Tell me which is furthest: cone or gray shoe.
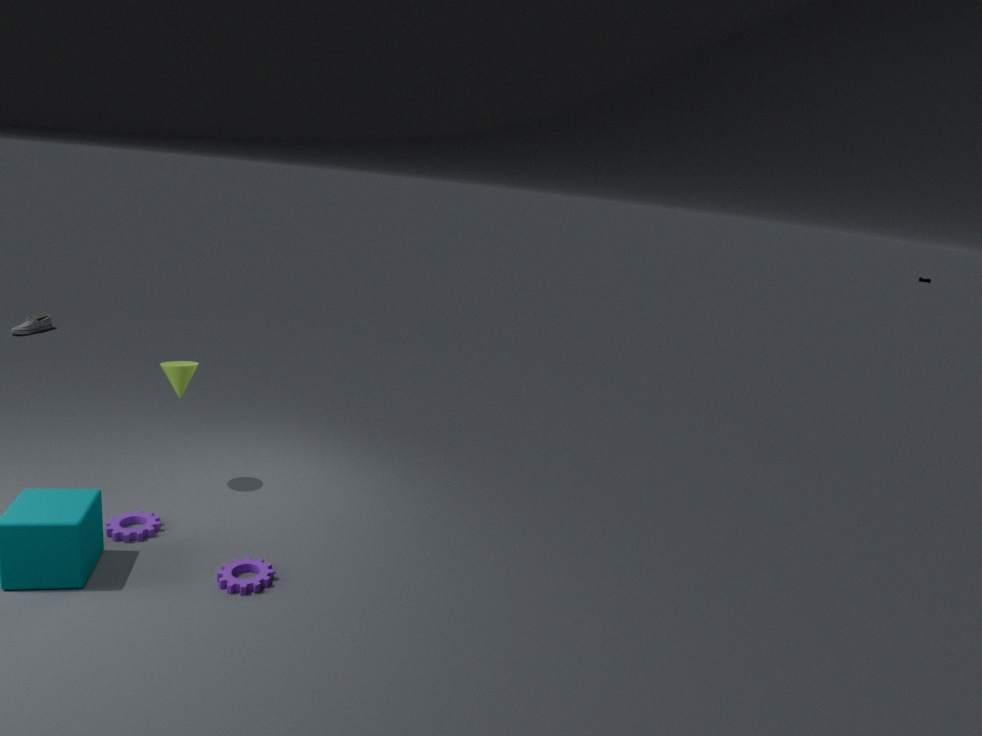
gray shoe
